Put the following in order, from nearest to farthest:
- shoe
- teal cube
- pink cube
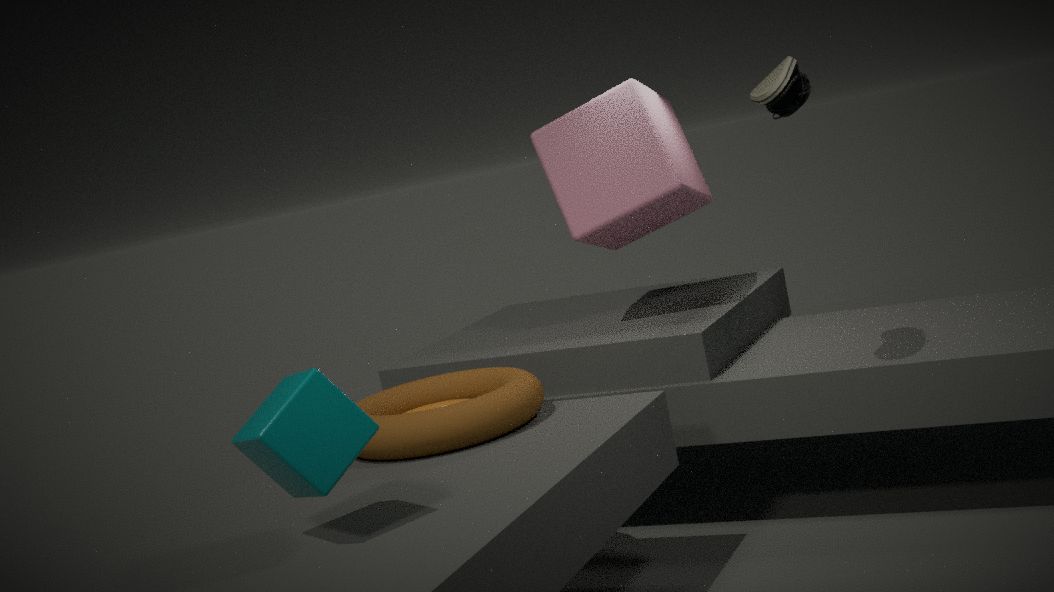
teal cube < shoe < pink cube
